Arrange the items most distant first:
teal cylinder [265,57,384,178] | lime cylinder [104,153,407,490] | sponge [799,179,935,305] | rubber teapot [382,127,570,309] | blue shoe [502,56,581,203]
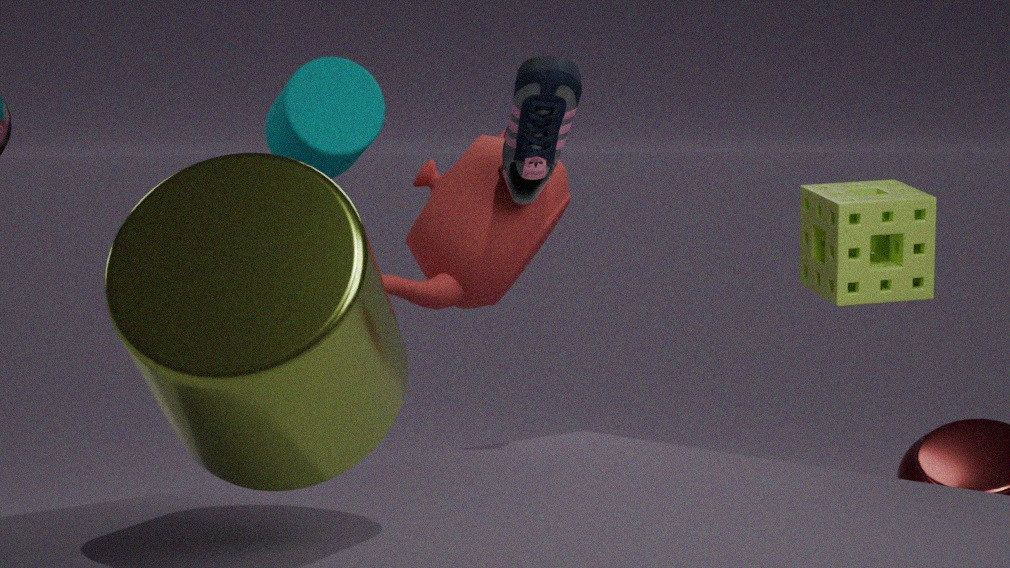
rubber teapot [382,127,570,309] → teal cylinder [265,57,384,178] → sponge [799,179,935,305] → blue shoe [502,56,581,203] → lime cylinder [104,153,407,490]
